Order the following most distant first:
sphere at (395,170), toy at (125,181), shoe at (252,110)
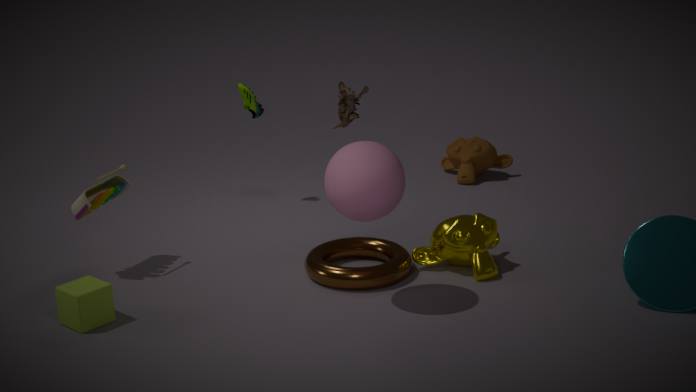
shoe at (252,110) < toy at (125,181) < sphere at (395,170)
